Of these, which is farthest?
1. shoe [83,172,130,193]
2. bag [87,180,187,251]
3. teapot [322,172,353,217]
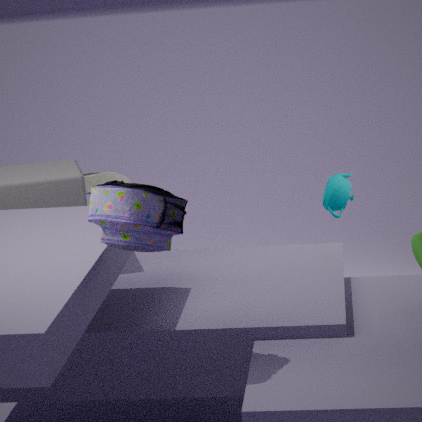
shoe [83,172,130,193]
